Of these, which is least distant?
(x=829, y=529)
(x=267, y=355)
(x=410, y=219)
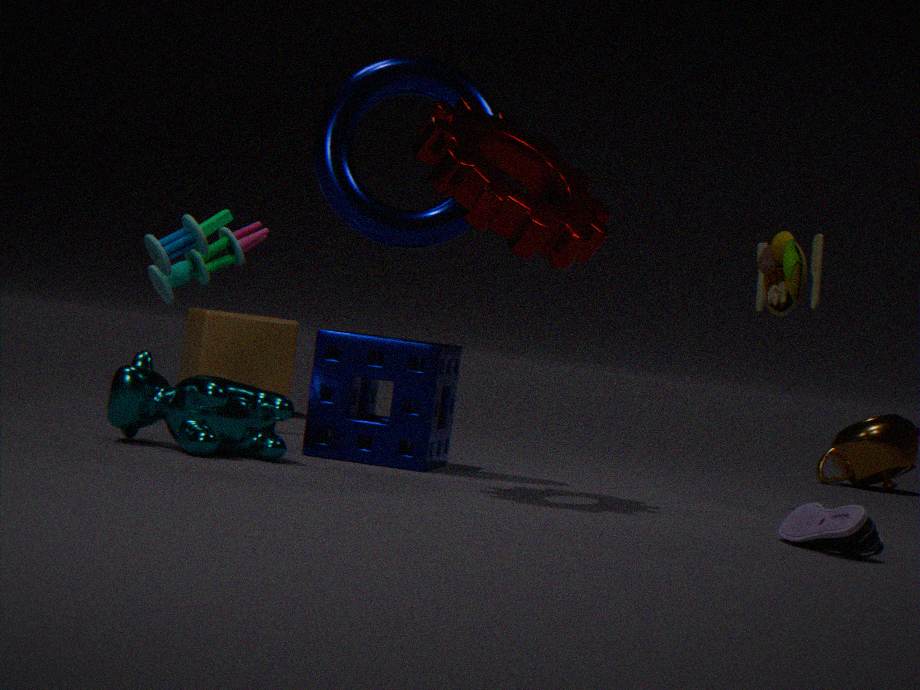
(x=829, y=529)
